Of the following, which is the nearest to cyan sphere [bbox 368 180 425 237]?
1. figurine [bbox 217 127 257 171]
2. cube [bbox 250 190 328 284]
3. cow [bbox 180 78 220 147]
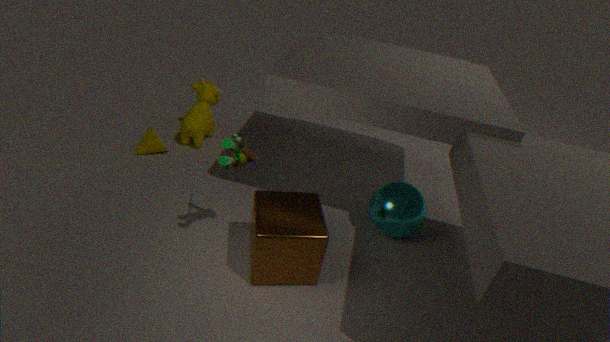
cube [bbox 250 190 328 284]
